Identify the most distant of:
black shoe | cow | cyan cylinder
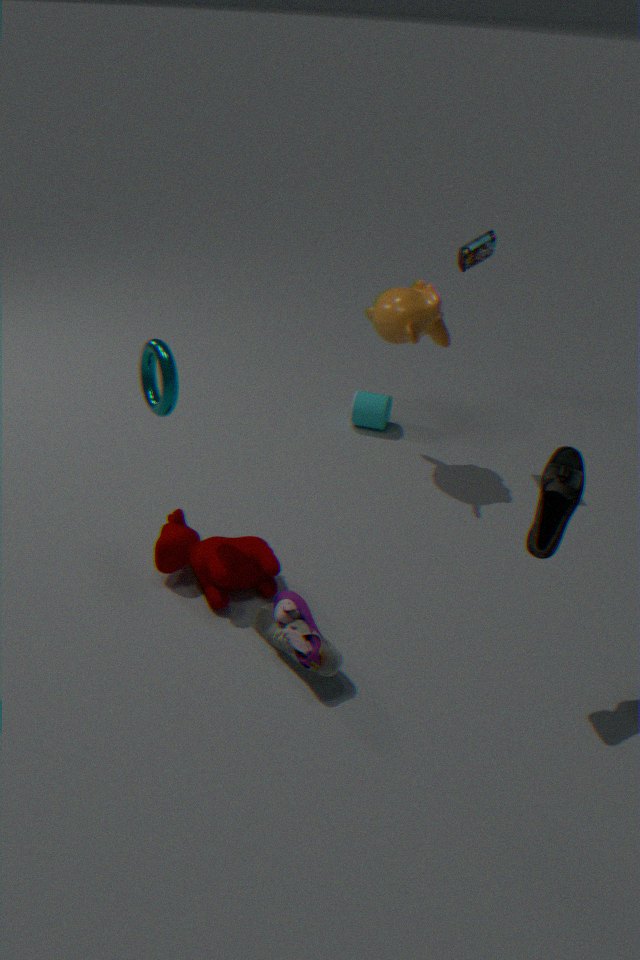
cyan cylinder
